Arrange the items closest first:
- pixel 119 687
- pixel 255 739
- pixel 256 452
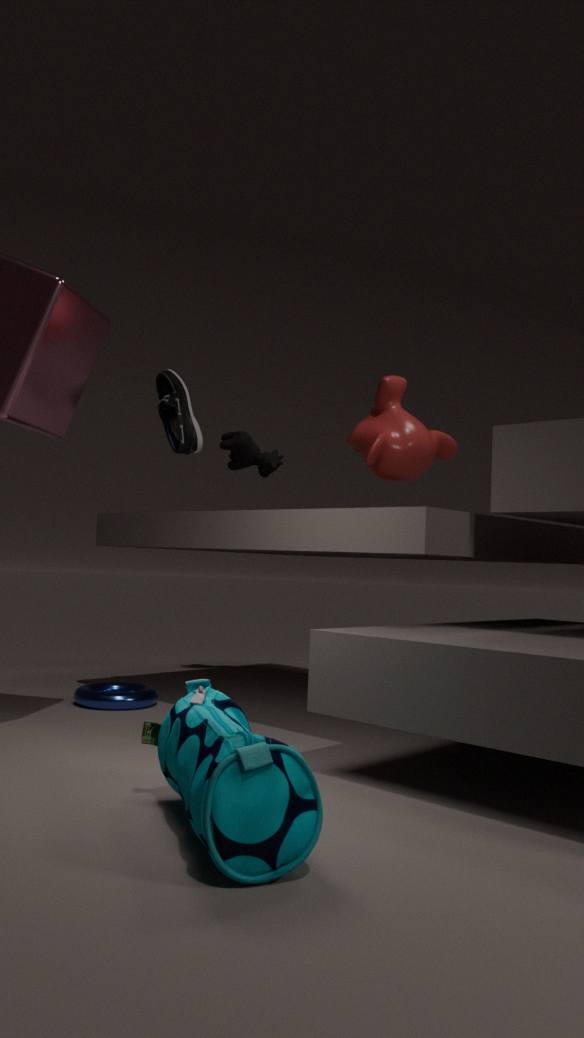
pixel 255 739, pixel 119 687, pixel 256 452
